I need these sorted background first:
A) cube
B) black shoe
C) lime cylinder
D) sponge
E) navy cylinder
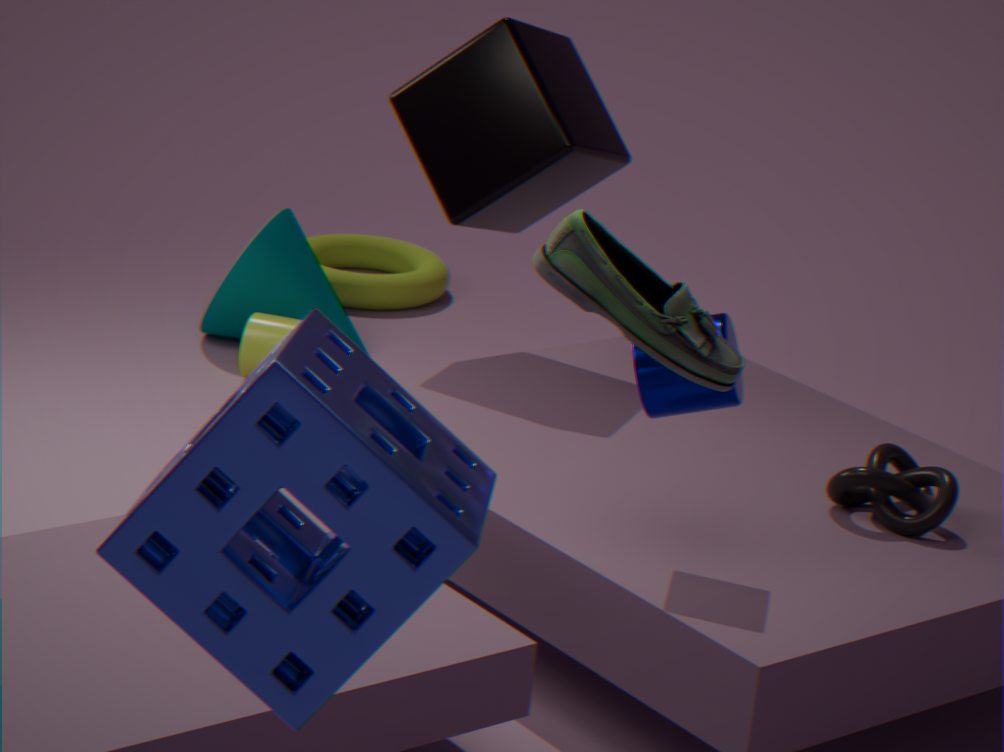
lime cylinder < cube < navy cylinder < black shoe < sponge
